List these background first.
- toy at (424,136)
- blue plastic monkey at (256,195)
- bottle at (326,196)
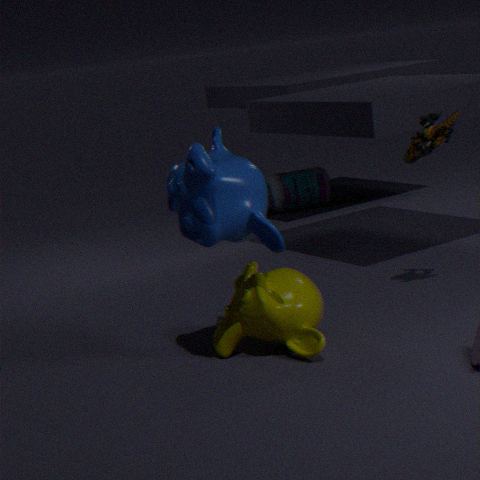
bottle at (326,196), toy at (424,136), blue plastic monkey at (256,195)
